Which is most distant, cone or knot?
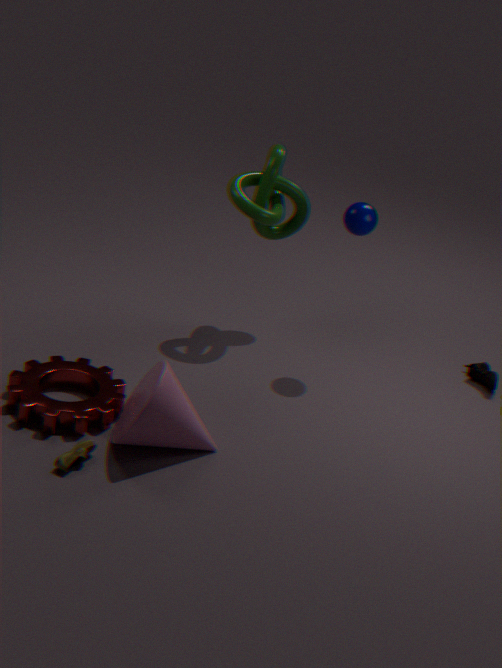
knot
